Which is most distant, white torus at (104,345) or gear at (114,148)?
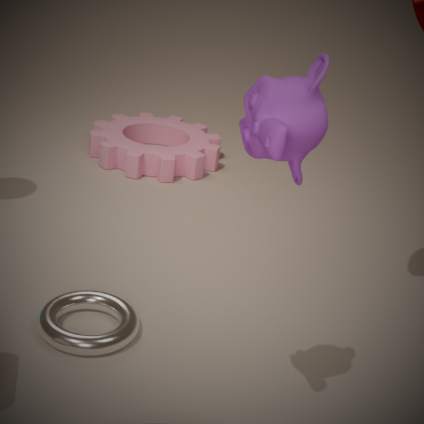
gear at (114,148)
